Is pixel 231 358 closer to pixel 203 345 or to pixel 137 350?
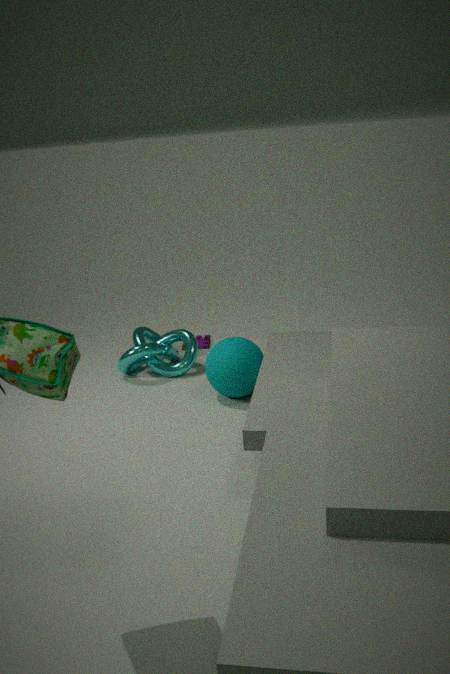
pixel 137 350
